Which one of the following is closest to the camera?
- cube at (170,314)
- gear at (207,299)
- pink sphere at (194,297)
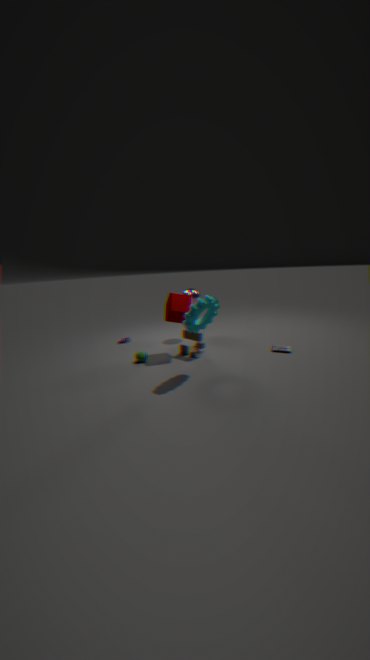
gear at (207,299)
